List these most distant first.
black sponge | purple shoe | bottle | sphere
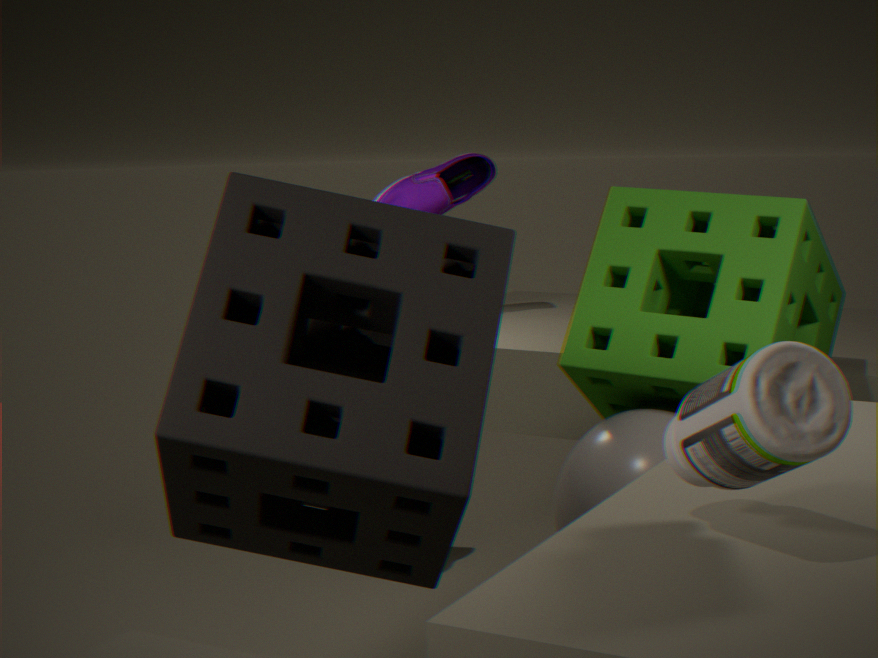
purple shoe < sphere < black sponge < bottle
